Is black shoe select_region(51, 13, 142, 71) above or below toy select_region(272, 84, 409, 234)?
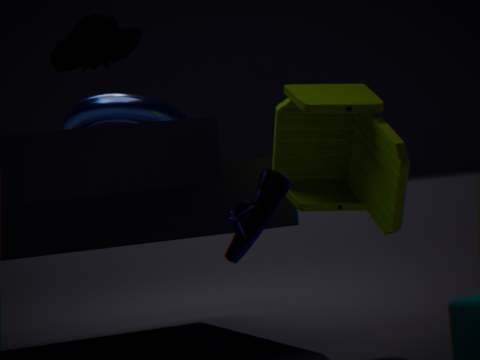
above
